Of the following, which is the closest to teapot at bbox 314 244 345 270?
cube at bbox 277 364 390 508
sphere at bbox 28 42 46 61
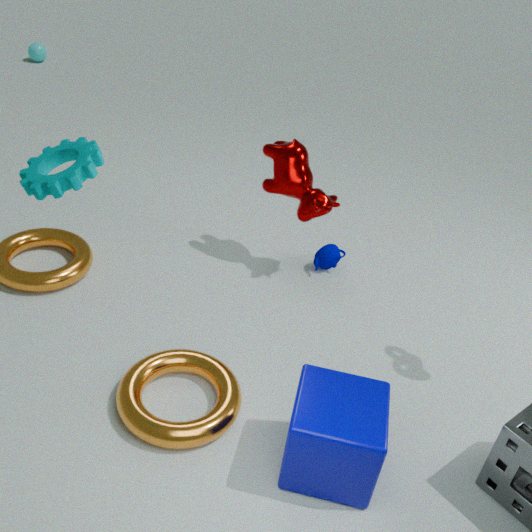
cube at bbox 277 364 390 508
